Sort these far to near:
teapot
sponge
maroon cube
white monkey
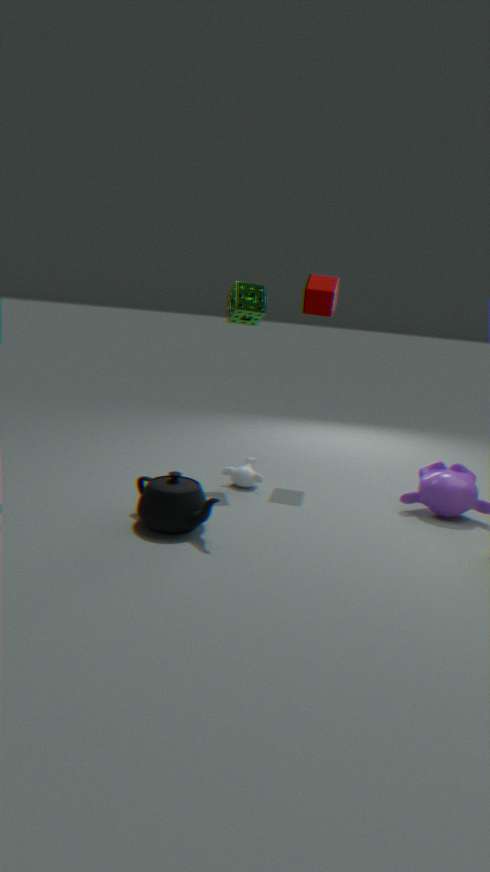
maroon cube → white monkey → sponge → teapot
